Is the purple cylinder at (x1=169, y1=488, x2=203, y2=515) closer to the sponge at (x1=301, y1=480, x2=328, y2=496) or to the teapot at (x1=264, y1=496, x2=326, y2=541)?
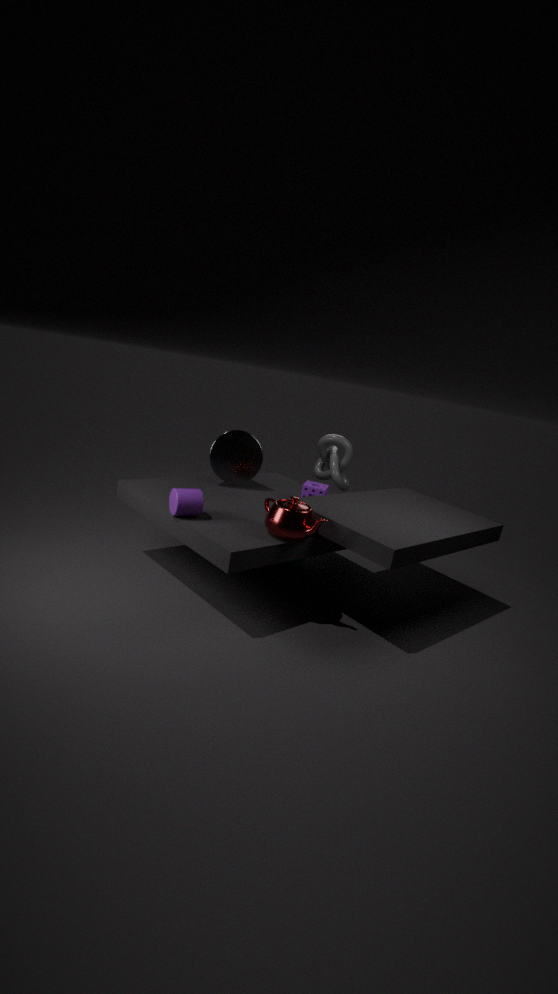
the teapot at (x1=264, y1=496, x2=326, y2=541)
